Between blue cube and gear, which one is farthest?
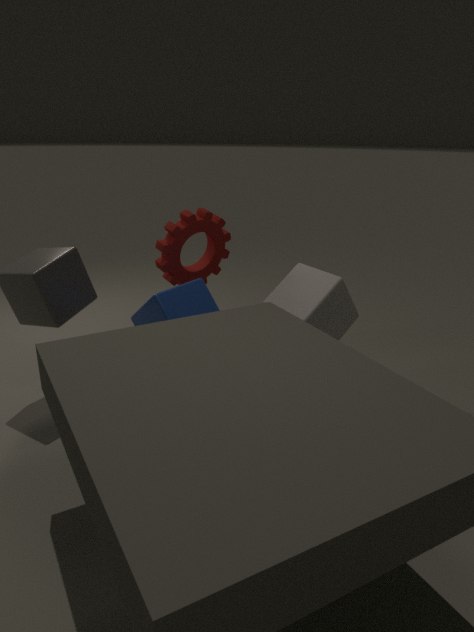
gear
